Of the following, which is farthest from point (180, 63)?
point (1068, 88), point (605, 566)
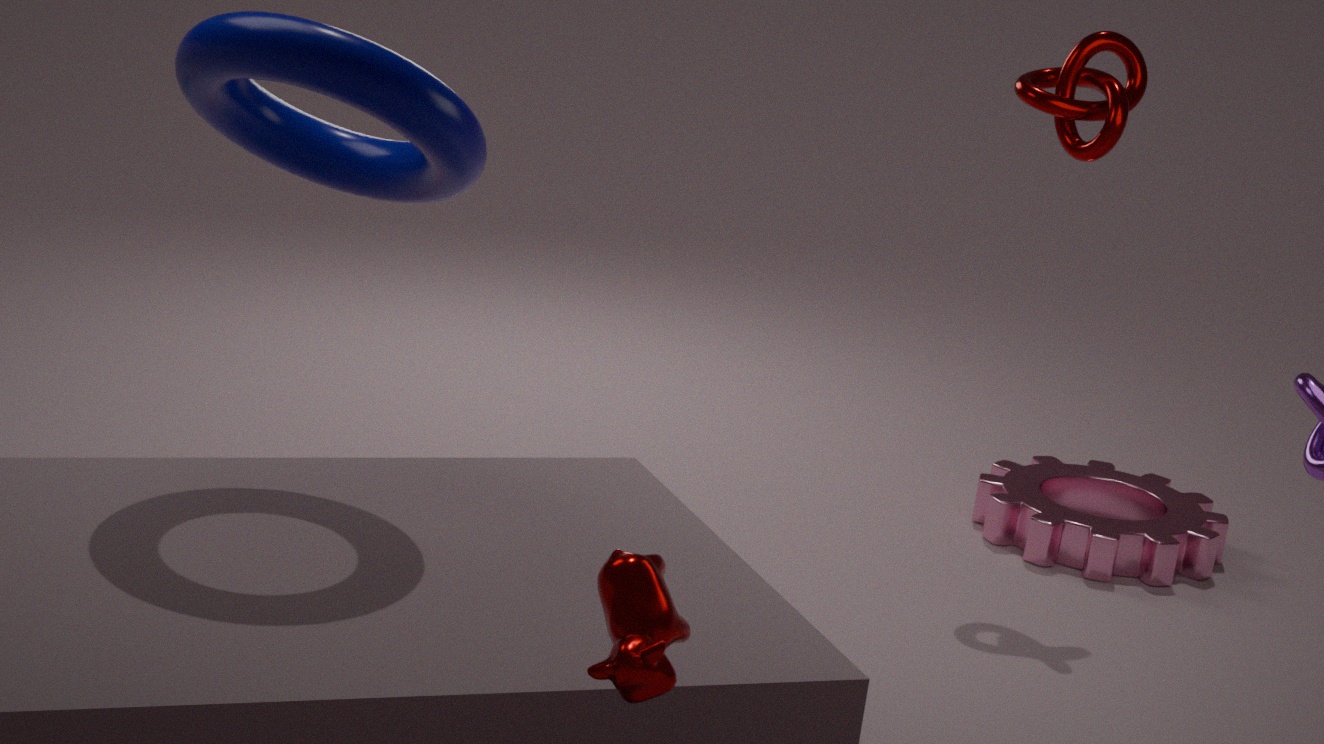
point (1068, 88)
